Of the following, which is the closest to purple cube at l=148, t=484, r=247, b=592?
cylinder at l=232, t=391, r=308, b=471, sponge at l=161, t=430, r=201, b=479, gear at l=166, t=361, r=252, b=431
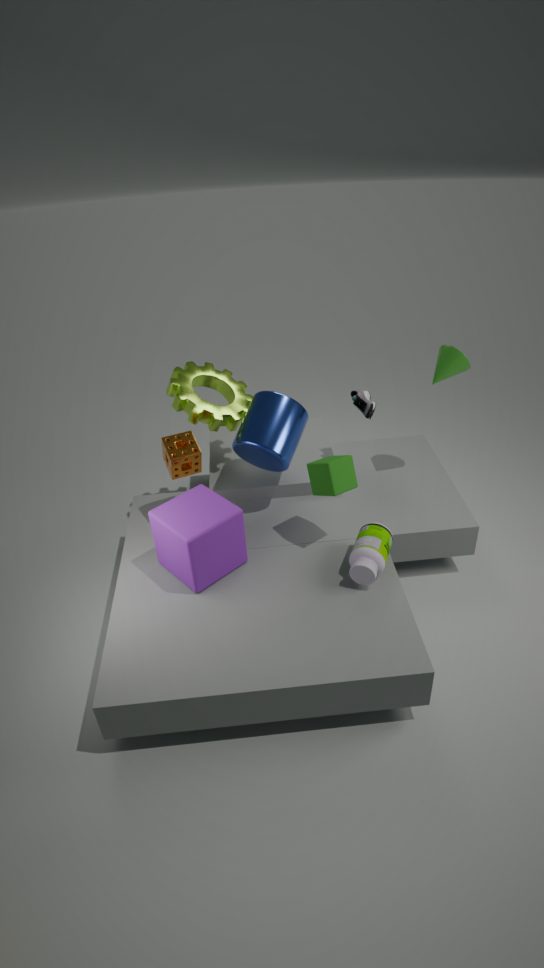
sponge at l=161, t=430, r=201, b=479
